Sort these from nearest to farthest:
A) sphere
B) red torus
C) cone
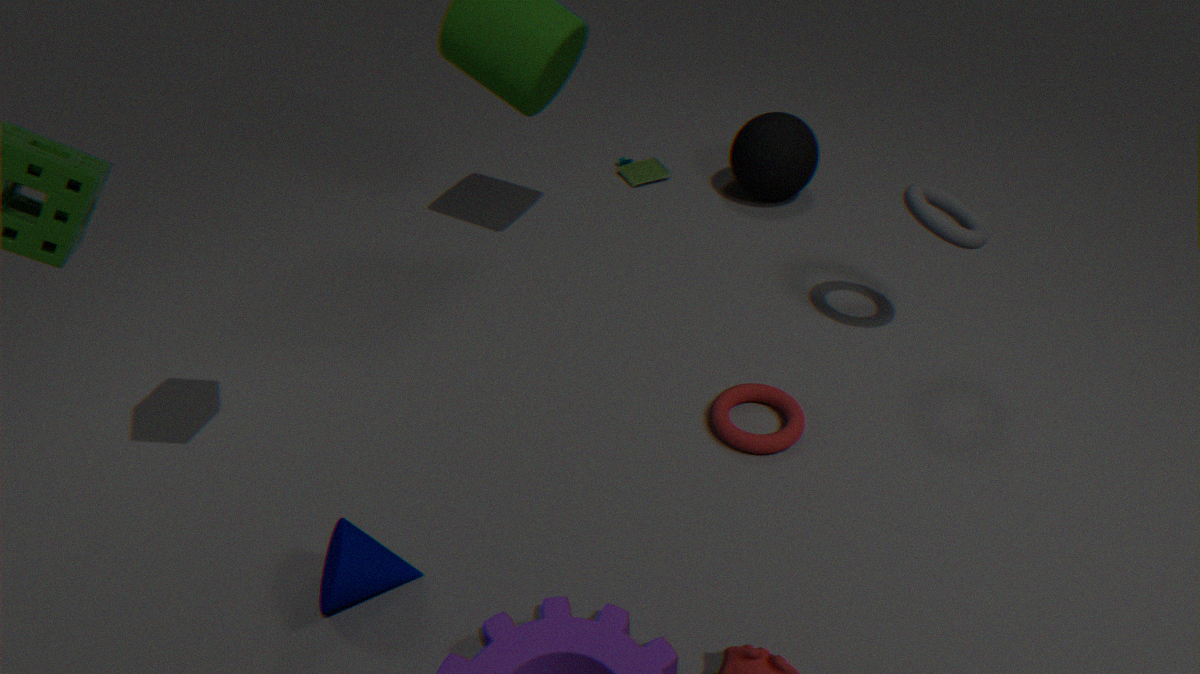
1. cone
2. red torus
3. sphere
